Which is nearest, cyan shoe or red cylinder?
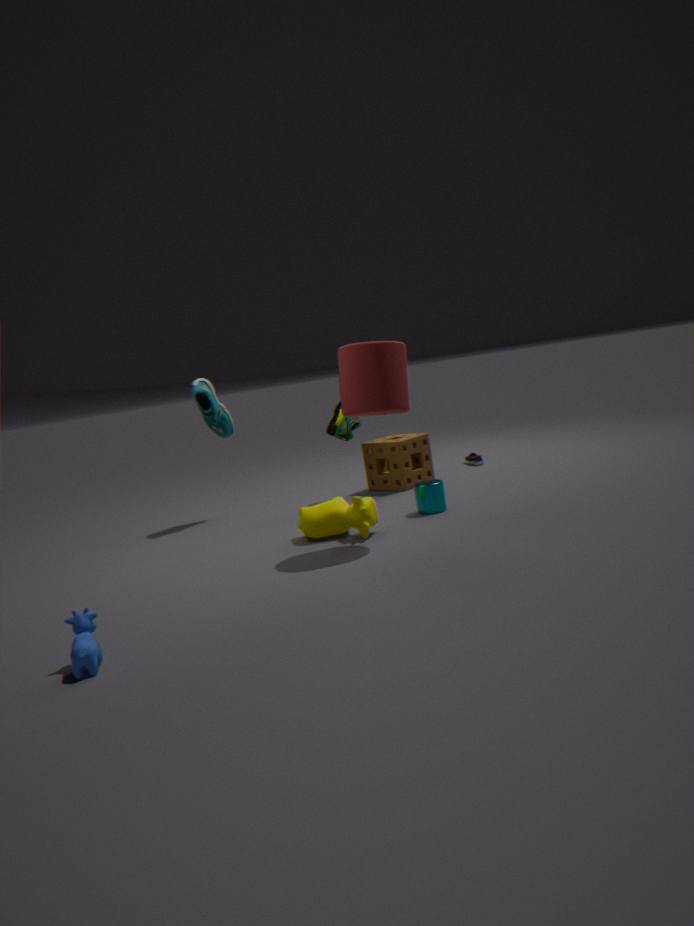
red cylinder
